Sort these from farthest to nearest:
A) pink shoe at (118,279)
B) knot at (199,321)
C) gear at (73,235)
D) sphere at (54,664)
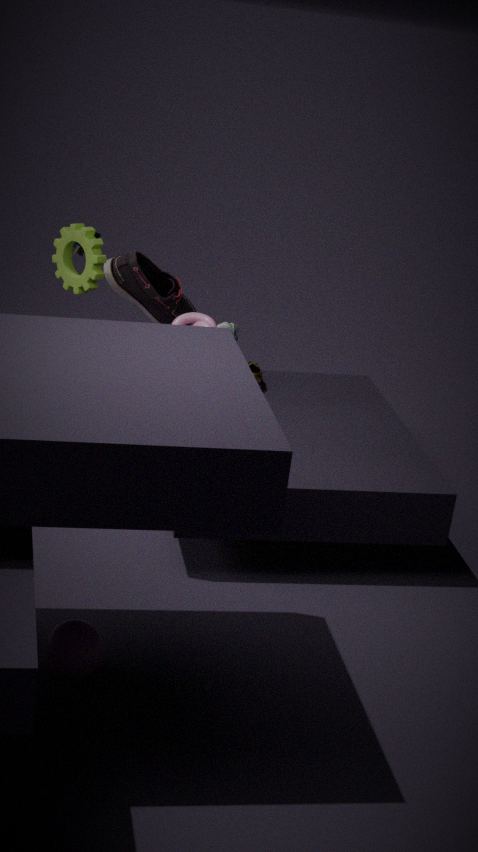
pink shoe at (118,279)
gear at (73,235)
knot at (199,321)
sphere at (54,664)
